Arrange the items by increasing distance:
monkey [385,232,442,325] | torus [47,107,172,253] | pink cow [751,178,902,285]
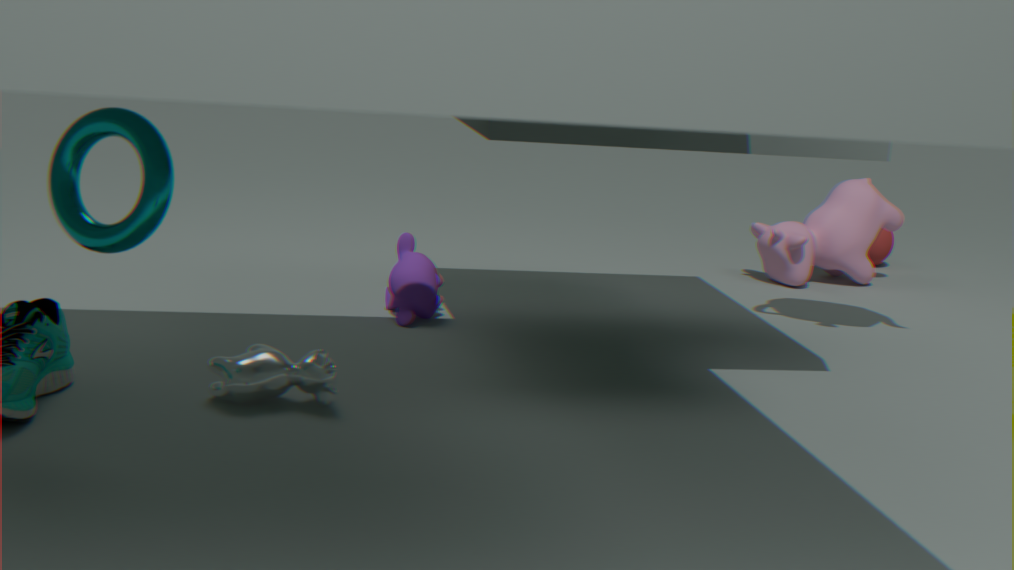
torus [47,107,172,253]
monkey [385,232,442,325]
pink cow [751,178,902,285]
